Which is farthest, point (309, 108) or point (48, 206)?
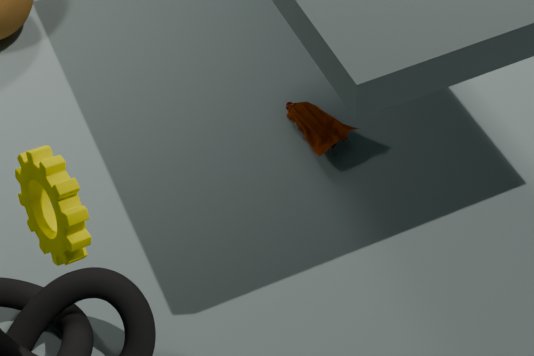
point (309, 108)
